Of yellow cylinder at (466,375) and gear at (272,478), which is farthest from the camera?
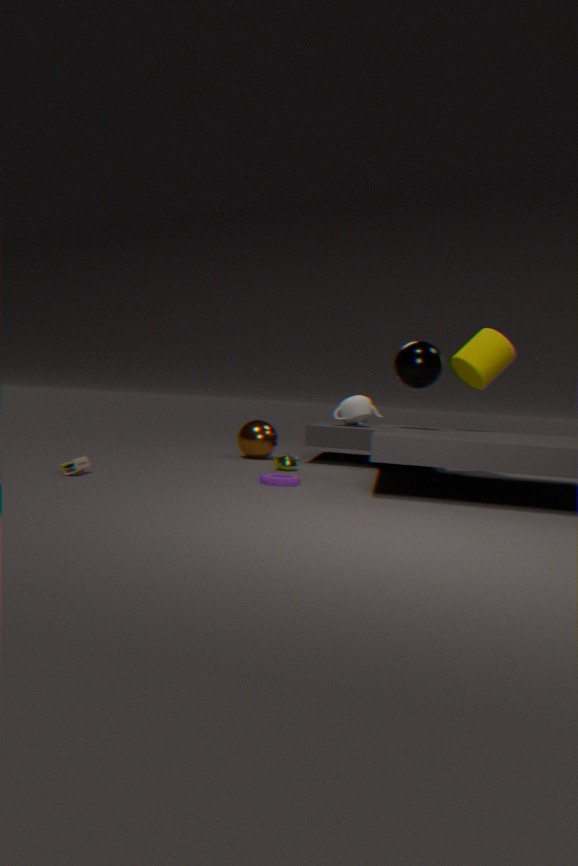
yellow cylinder at (466,375)
